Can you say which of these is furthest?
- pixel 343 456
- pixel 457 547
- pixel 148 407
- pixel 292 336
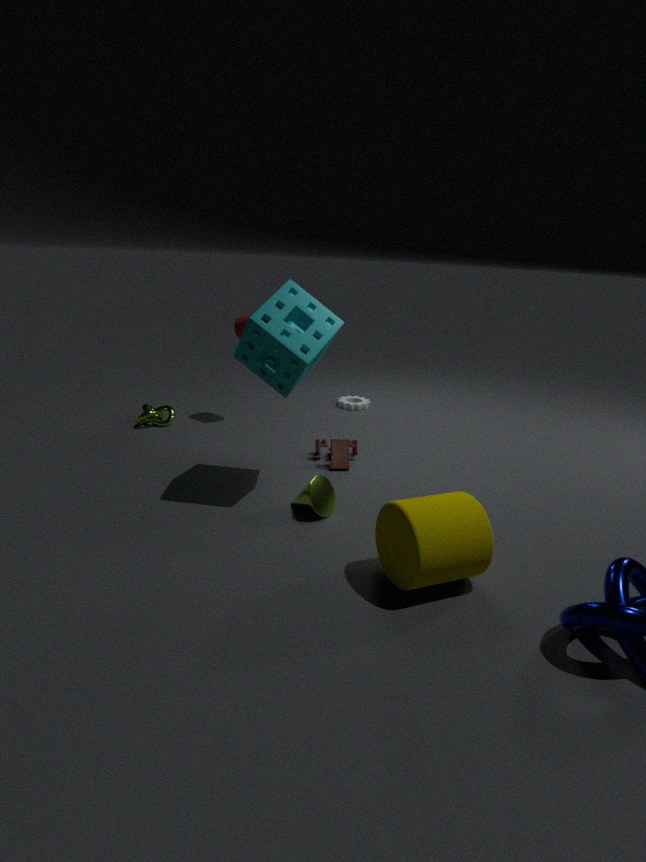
pixel 148 407
